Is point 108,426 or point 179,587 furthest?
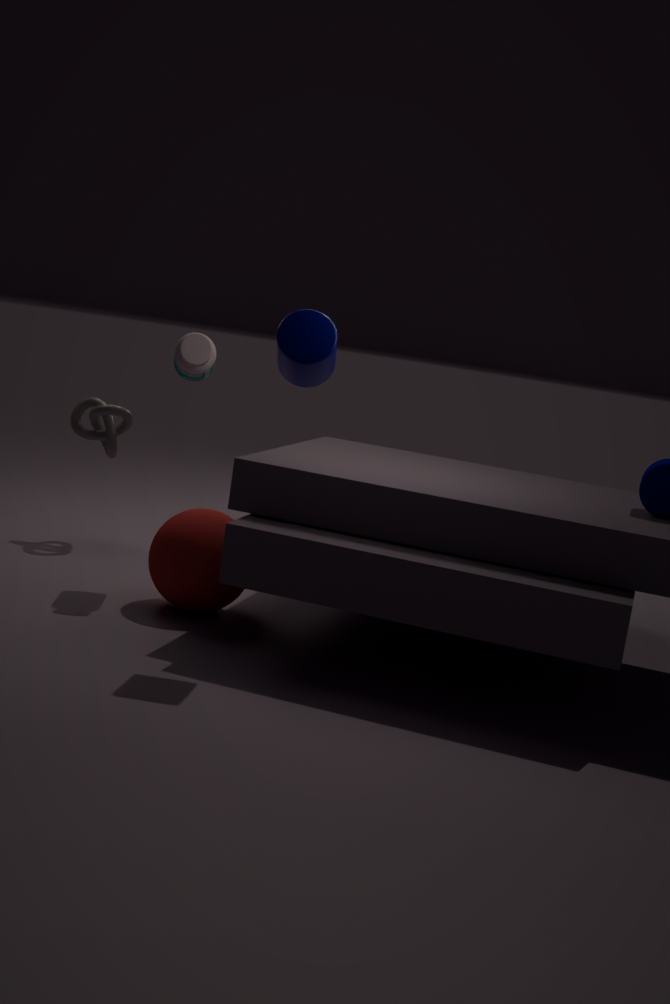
point 108,426
